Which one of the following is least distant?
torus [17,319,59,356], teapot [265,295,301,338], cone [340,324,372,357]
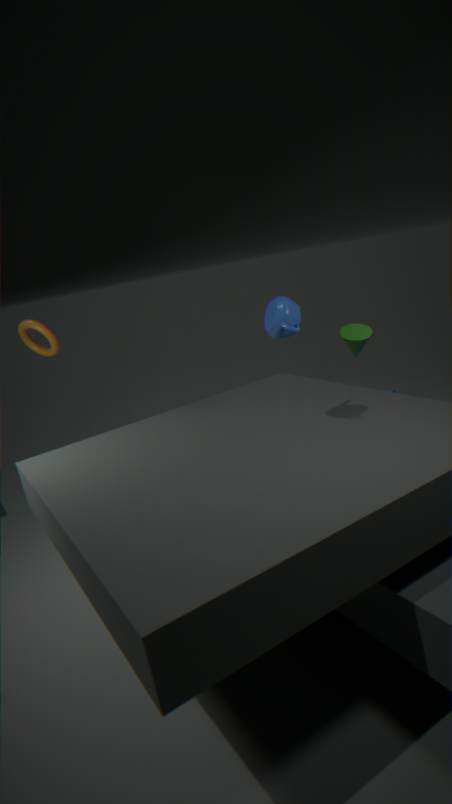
teapot [265,295,301,338]
